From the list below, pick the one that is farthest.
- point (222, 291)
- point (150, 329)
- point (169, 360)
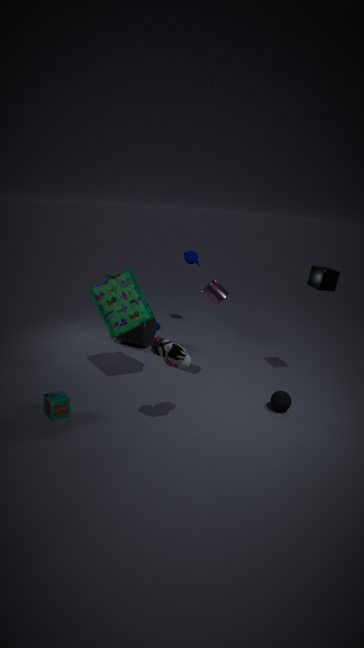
point (150, 329)
